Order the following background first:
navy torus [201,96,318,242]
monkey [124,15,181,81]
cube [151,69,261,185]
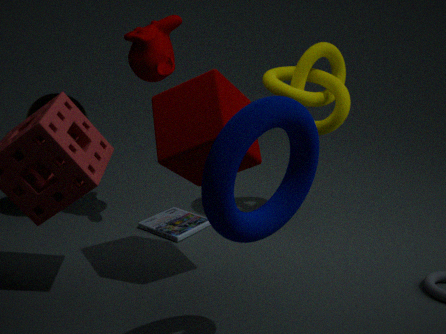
1. monkey [124,15,181,81]
2. cube [151,69,261,185]
3. navy torus [201,96,318,242]
